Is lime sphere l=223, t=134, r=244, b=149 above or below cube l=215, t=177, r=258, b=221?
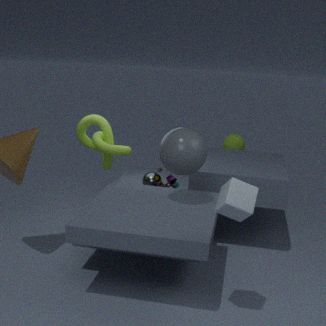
below
